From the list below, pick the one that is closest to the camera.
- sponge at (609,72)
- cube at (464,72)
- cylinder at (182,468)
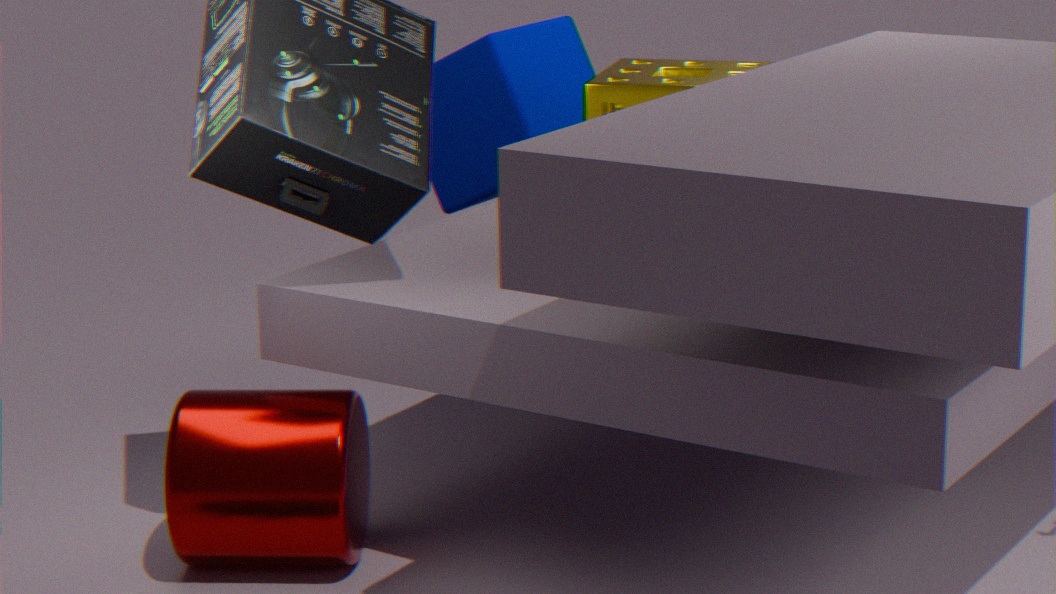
cylinder at (182,468)
